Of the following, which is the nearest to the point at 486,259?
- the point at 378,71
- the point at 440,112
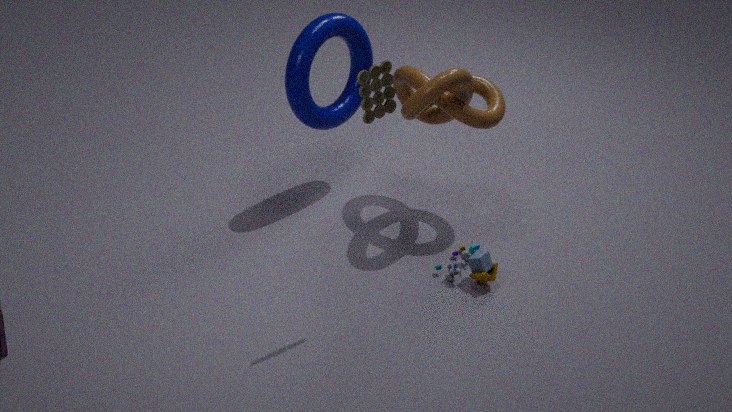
the point at 440,112
